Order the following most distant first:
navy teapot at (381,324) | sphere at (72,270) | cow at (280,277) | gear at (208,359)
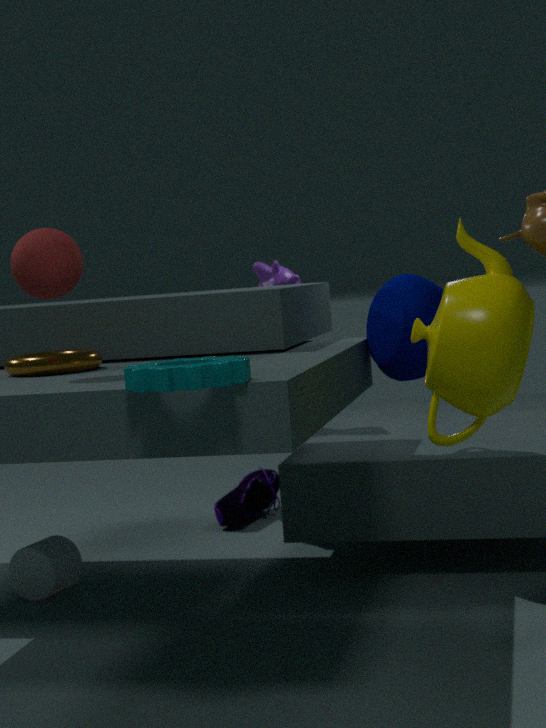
cow at (280,277)
navy teapot at (381,324)
sphere at (72,270)
gear at (208,359)
